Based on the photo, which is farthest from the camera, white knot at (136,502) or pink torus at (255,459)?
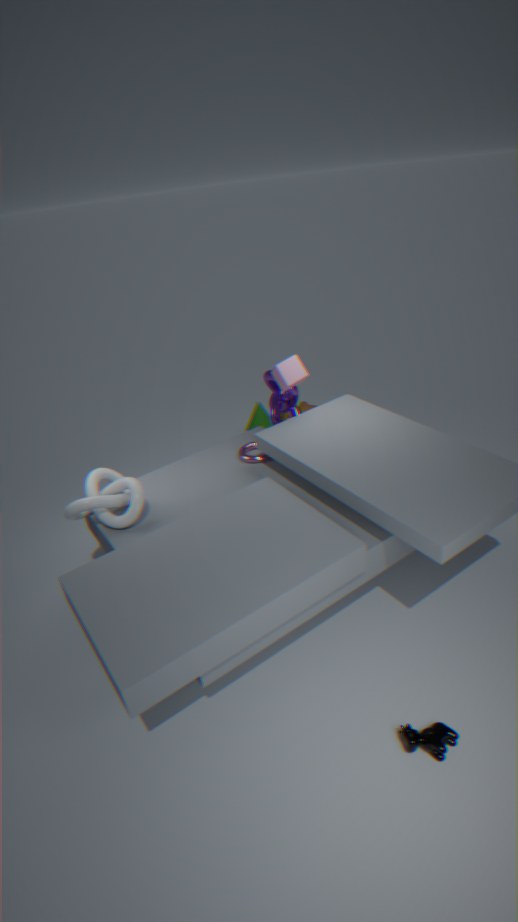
pink torus at (255,459)
